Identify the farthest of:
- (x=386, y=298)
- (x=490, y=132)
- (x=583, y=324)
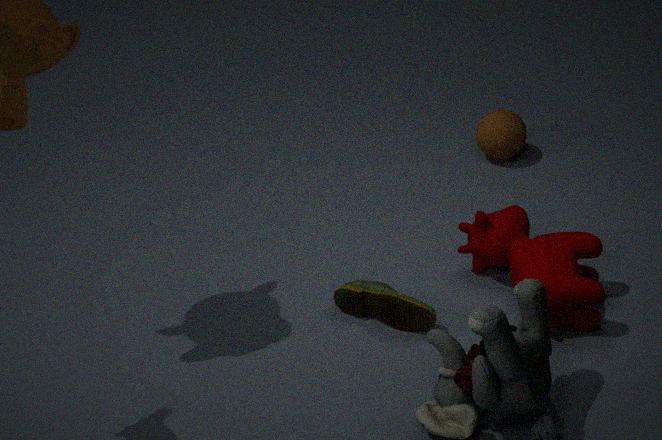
(x=490, y=132)
